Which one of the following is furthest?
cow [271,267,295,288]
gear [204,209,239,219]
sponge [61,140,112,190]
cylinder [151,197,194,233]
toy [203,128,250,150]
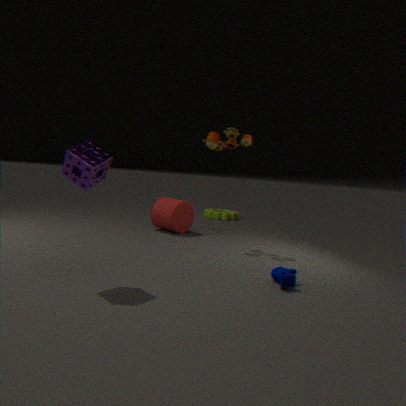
gear [204,209,239,219]
